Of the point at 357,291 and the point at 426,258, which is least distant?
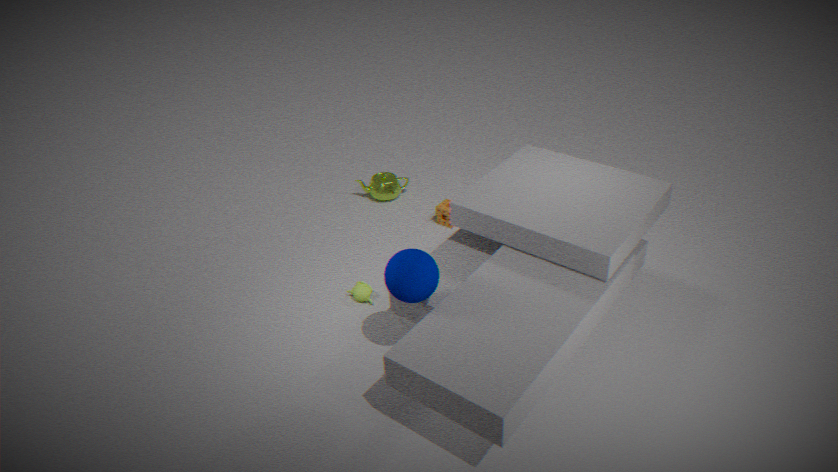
the point at 426,258
